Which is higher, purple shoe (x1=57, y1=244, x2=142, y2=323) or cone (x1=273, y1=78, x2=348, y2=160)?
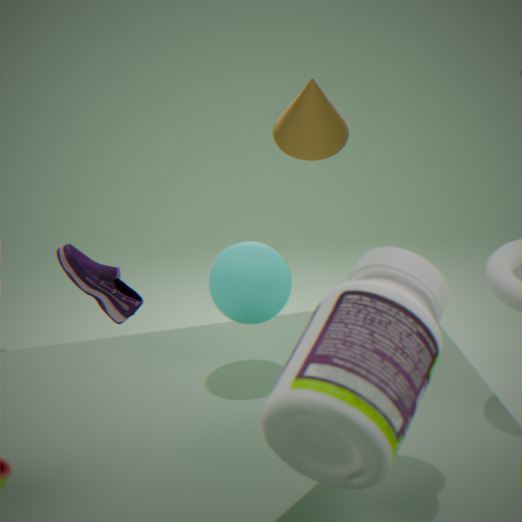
cone (x1=273, y1=78, x2=348, y2=160)
